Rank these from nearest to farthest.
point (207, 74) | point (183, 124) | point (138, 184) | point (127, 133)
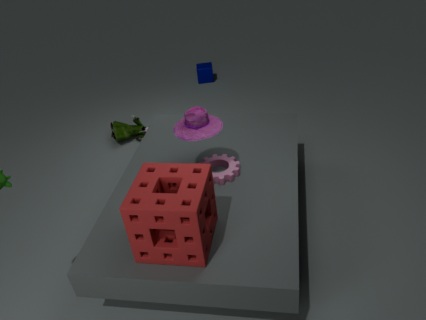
point (138, 184), point (183, 124), point (127, 133), point (207, 74)
